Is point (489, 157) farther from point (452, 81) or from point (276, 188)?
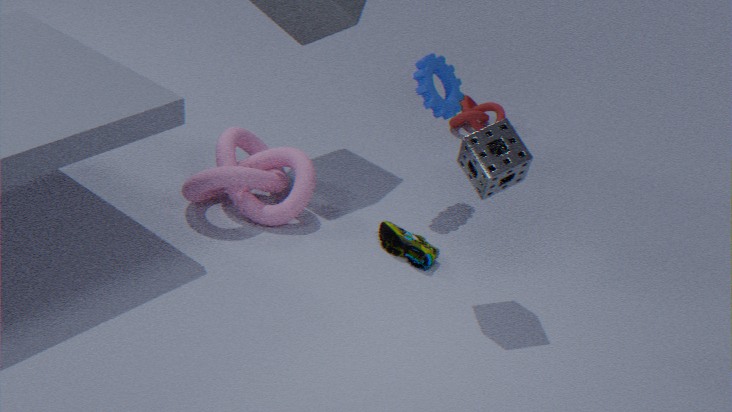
point (276, 188)
